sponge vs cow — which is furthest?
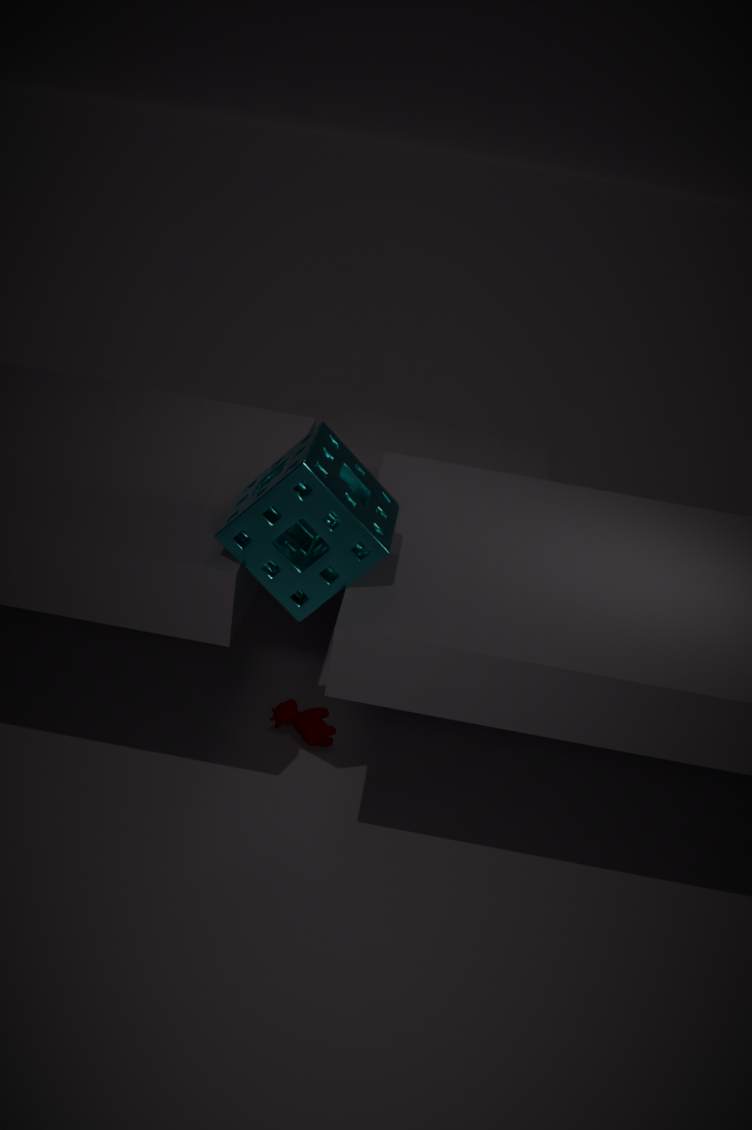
cow
